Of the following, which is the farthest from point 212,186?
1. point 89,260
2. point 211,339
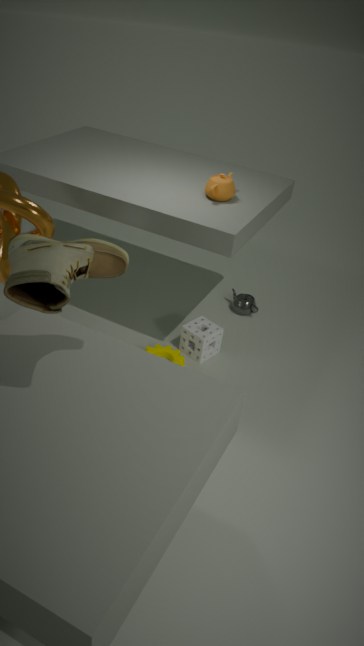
point 89,260
